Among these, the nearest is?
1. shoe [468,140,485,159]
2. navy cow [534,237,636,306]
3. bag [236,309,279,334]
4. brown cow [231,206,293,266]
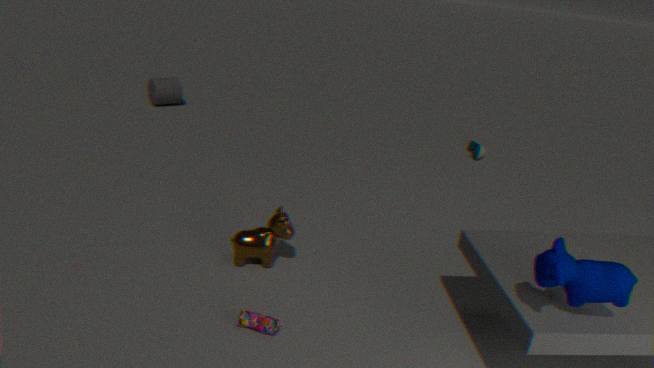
navy cow [534,237,636,306]
